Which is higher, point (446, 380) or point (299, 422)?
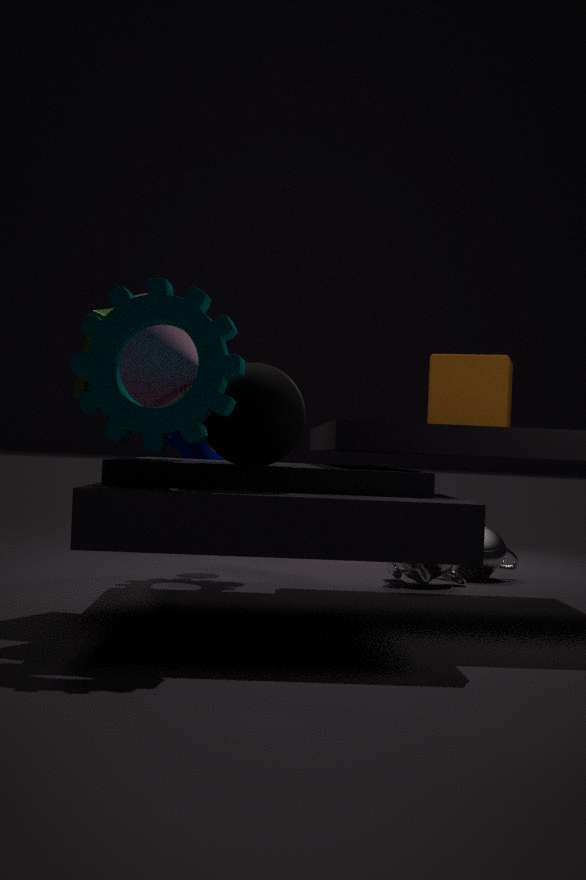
point (446, 380)
